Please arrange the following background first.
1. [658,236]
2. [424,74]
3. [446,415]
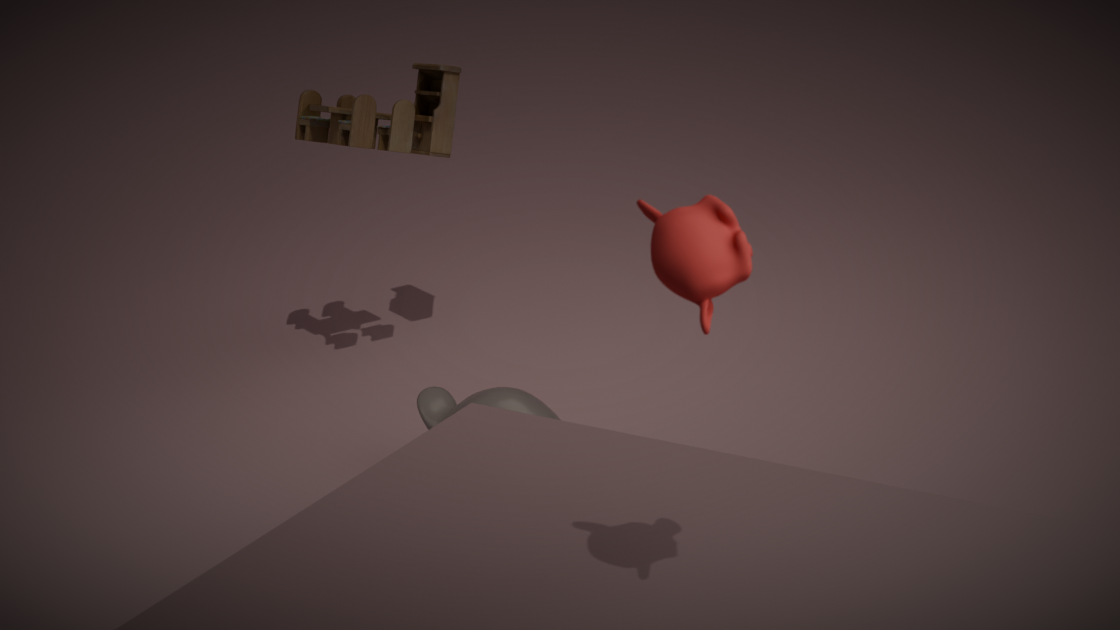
1. [424,74]
2. [446,415]
3. [658,236]
